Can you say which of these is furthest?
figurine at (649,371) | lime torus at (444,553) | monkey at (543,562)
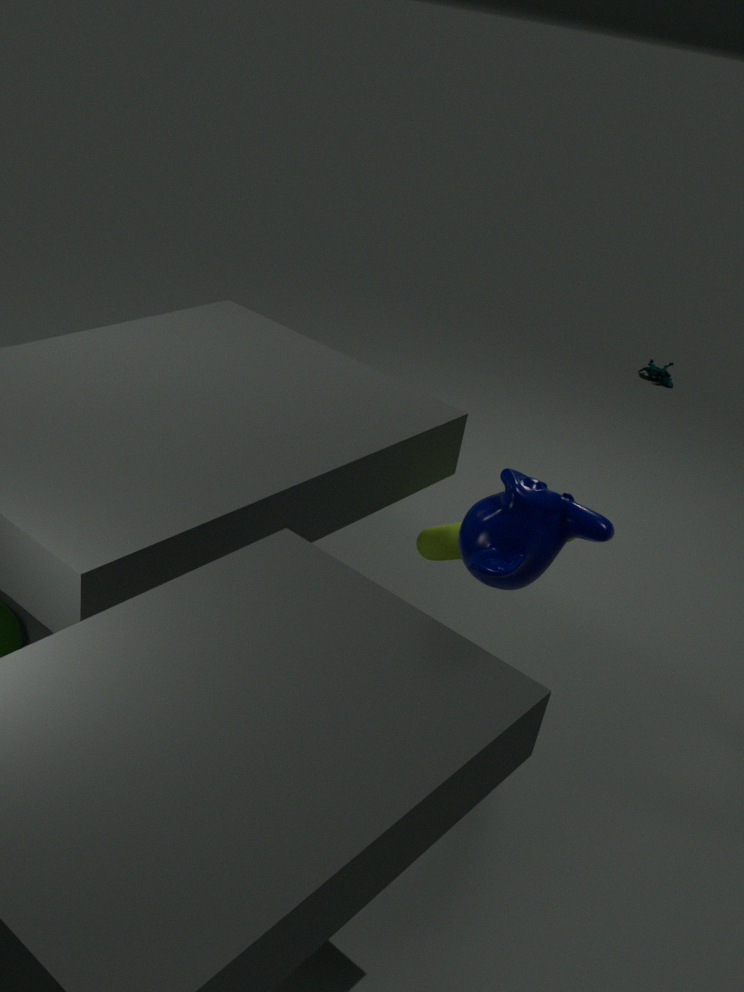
figurine at (649,371)
